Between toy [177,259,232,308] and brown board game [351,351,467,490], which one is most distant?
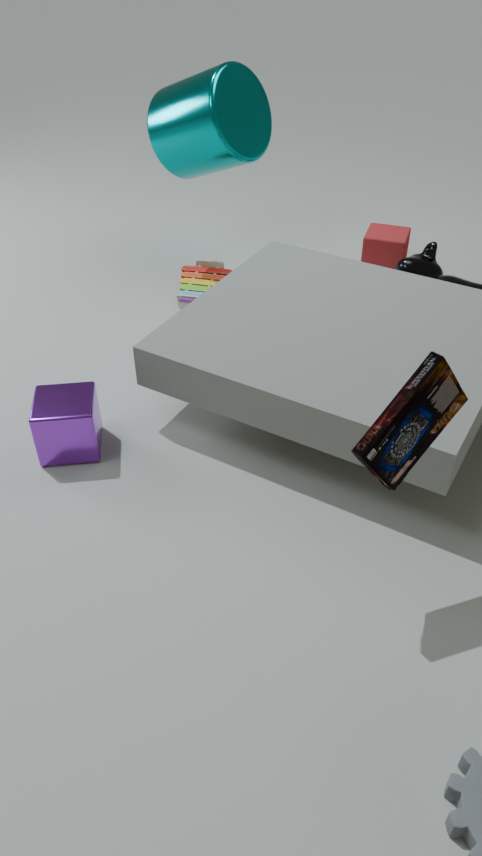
toy [177,259,232,308]
